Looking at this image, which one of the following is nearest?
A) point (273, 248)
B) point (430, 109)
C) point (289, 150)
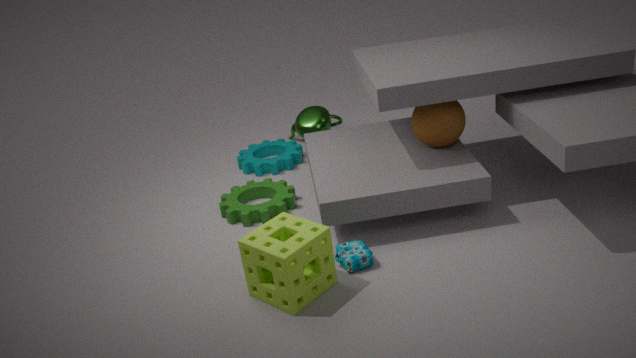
point (273, 248)
